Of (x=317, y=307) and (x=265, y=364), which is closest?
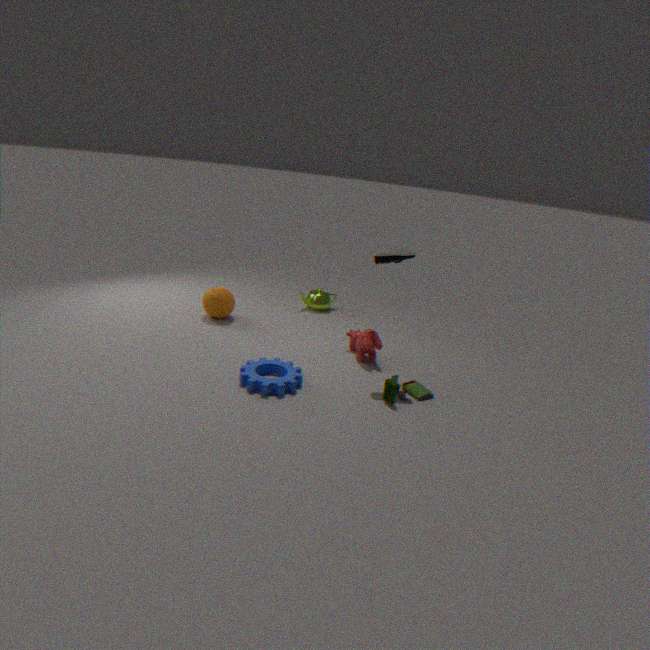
(x=265, y=364)
